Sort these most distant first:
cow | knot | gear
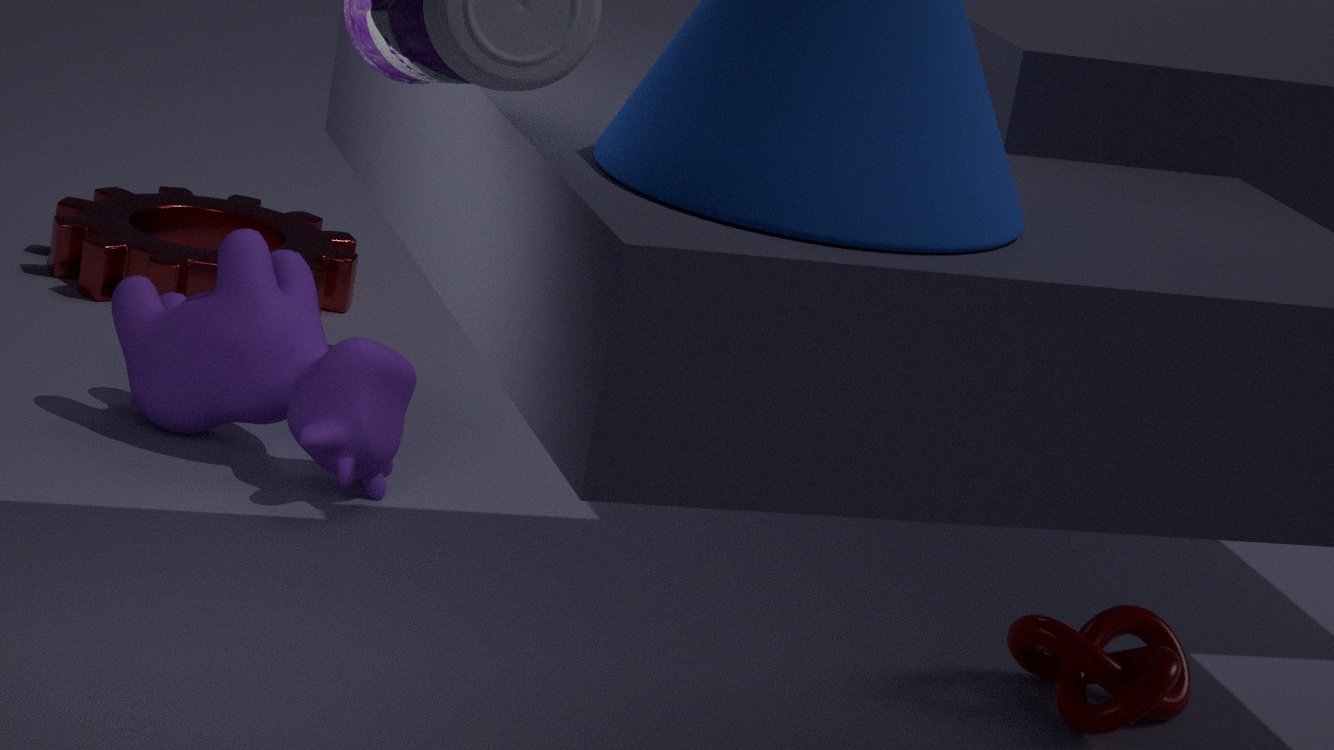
1. gear
2. cow
3. knot
